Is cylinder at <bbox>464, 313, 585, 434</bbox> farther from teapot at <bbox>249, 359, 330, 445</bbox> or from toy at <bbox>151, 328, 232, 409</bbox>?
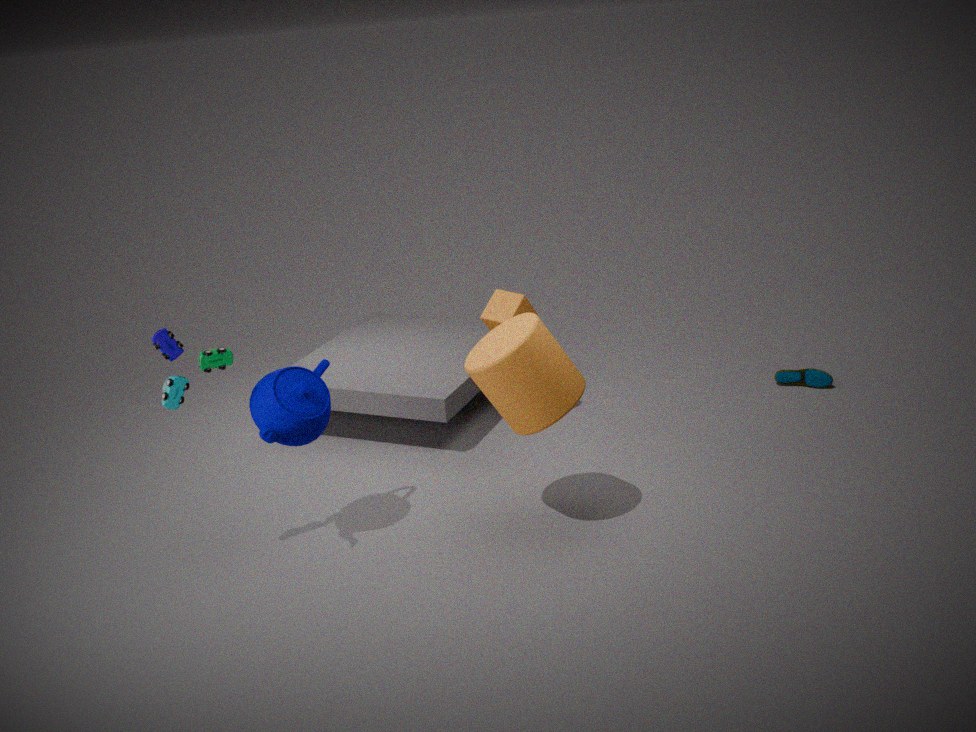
toy at <bbox>151, 328, 232, 409</bbox>
